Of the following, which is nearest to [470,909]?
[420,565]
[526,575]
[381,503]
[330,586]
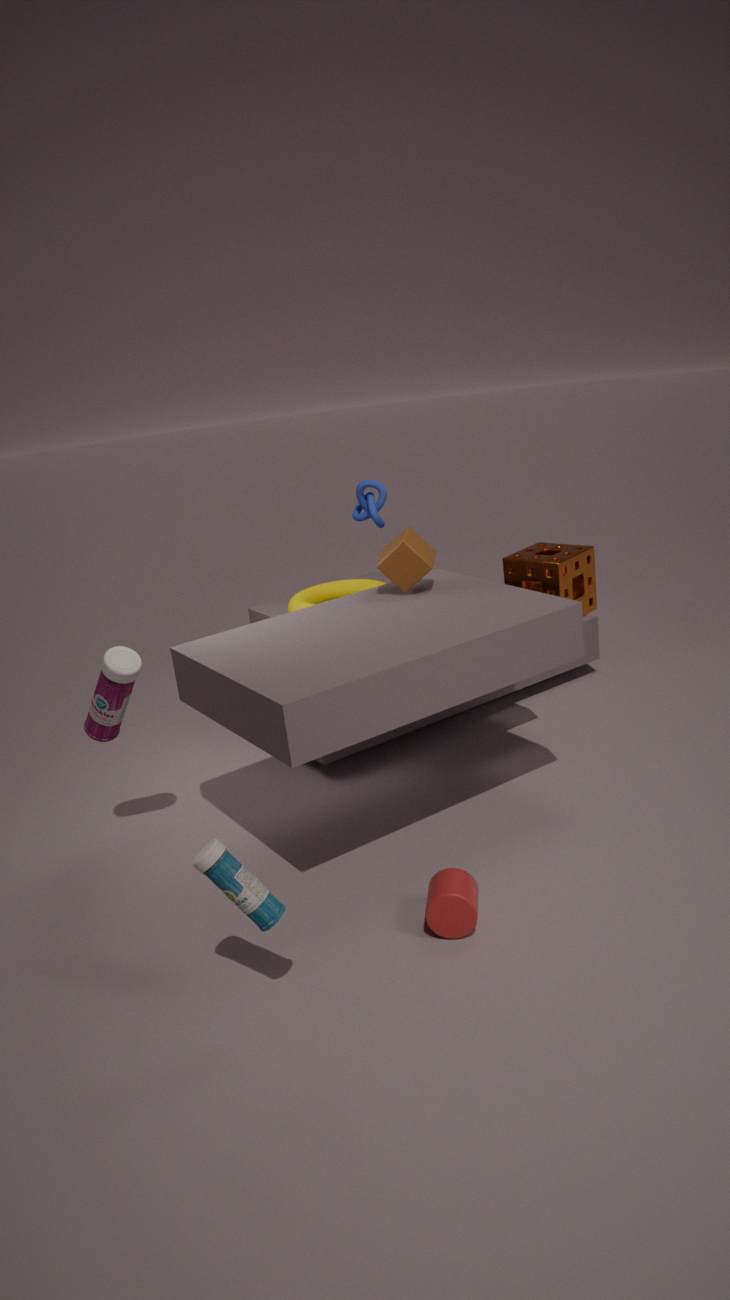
[420,565]
